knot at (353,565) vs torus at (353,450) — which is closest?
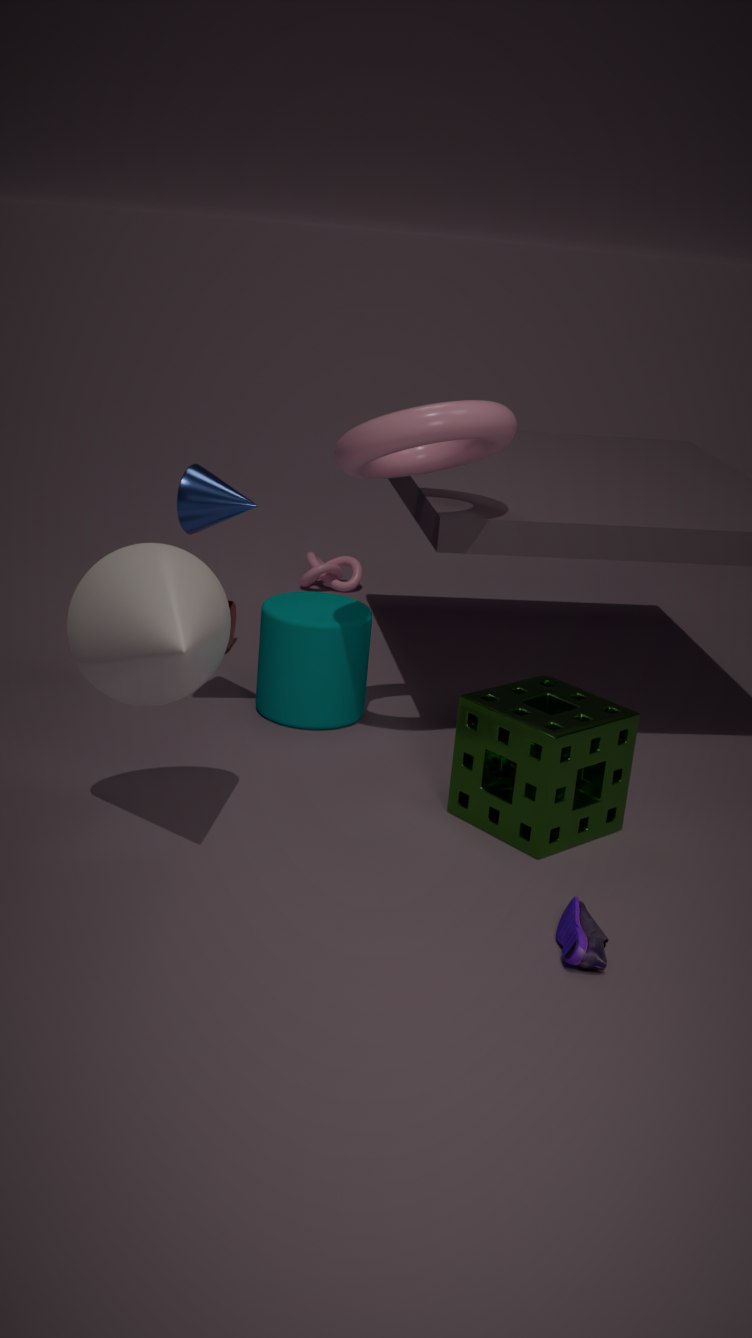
torus at (353,450)
